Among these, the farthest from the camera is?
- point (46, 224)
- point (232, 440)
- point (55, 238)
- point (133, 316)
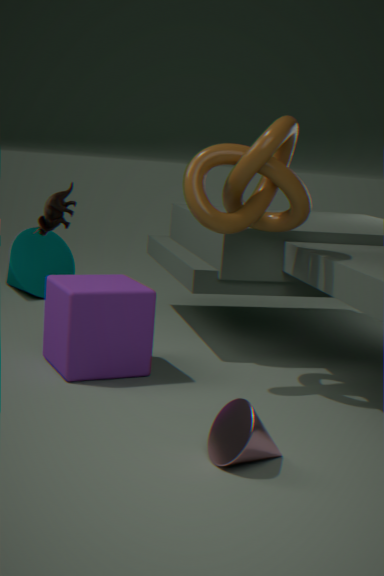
point (55, 238)
